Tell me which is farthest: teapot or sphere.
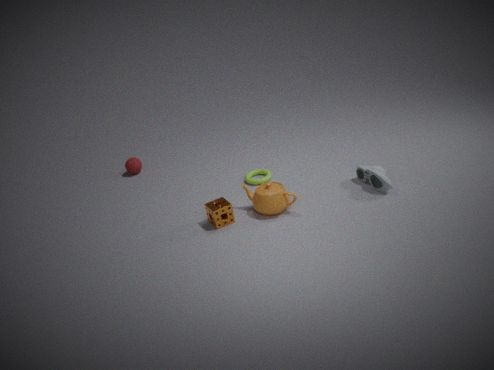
sphere
